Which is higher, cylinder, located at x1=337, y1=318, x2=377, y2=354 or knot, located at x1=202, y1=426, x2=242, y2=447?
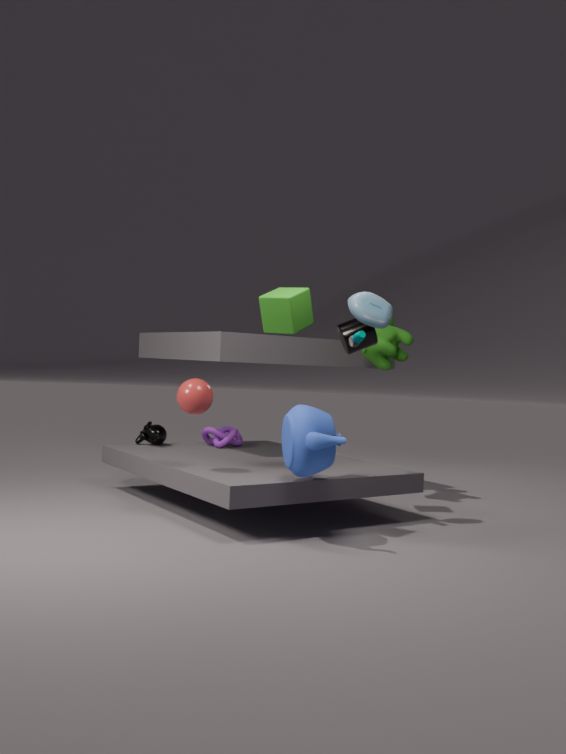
cylinder, located at x1=337, y1=318, x2=377, y2=354
